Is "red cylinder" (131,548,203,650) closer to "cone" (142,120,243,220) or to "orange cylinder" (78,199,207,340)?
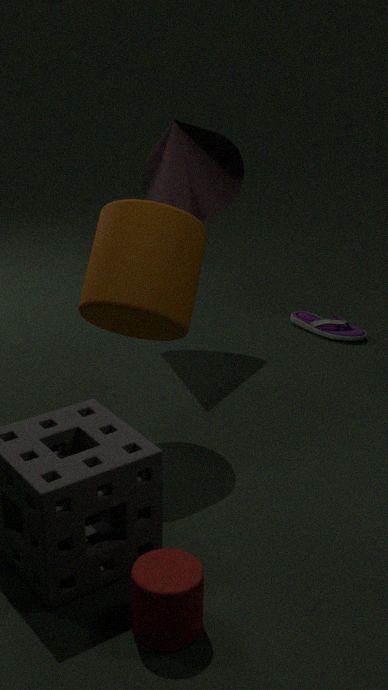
"orange cylinder" (78,199,207,340)
